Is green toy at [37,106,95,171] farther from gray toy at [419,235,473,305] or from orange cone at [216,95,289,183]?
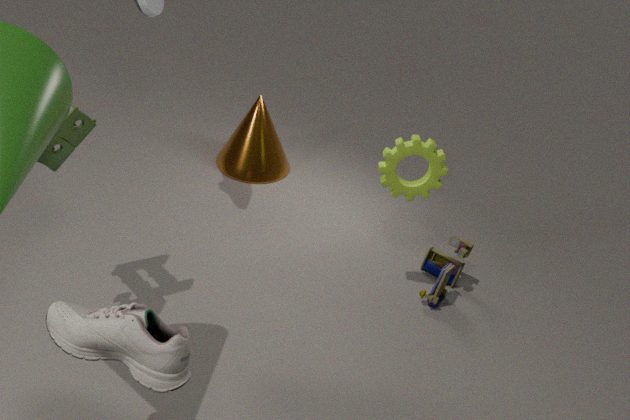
gray toy at [419,235,473,305]
